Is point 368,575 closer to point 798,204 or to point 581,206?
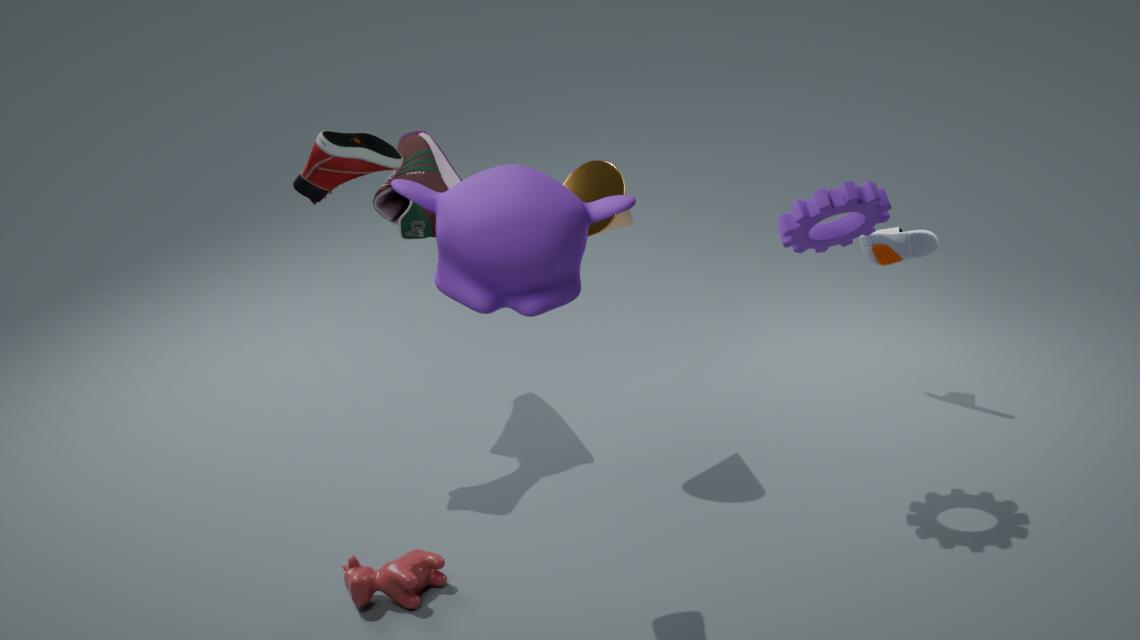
point 581,206
